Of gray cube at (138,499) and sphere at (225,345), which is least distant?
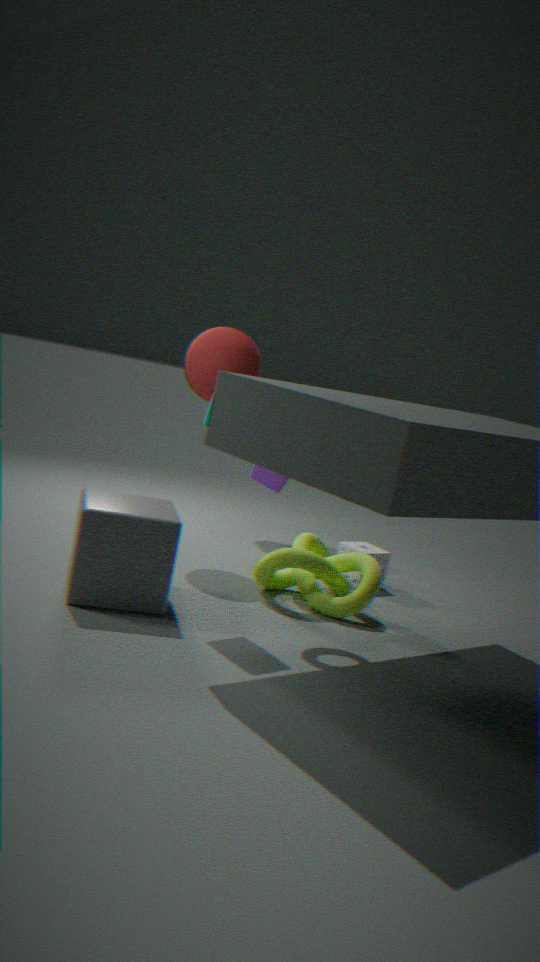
gray cube at (138,499)
